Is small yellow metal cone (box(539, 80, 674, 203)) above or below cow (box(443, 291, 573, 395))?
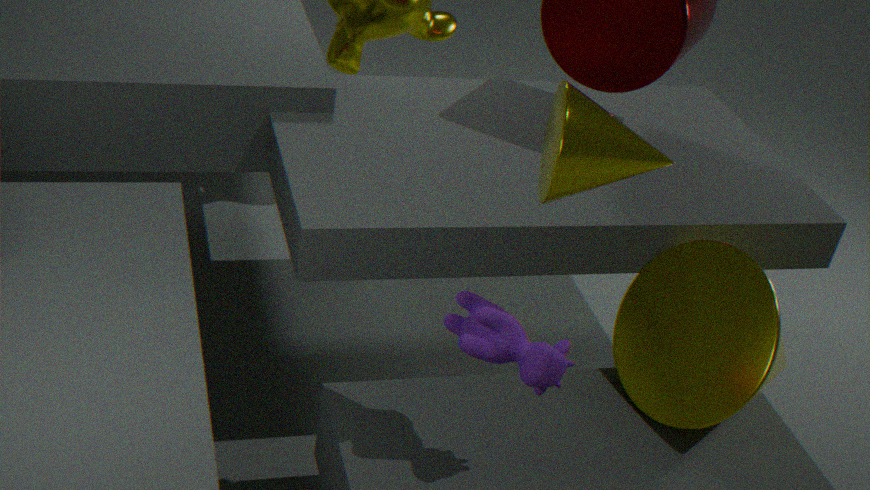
above
